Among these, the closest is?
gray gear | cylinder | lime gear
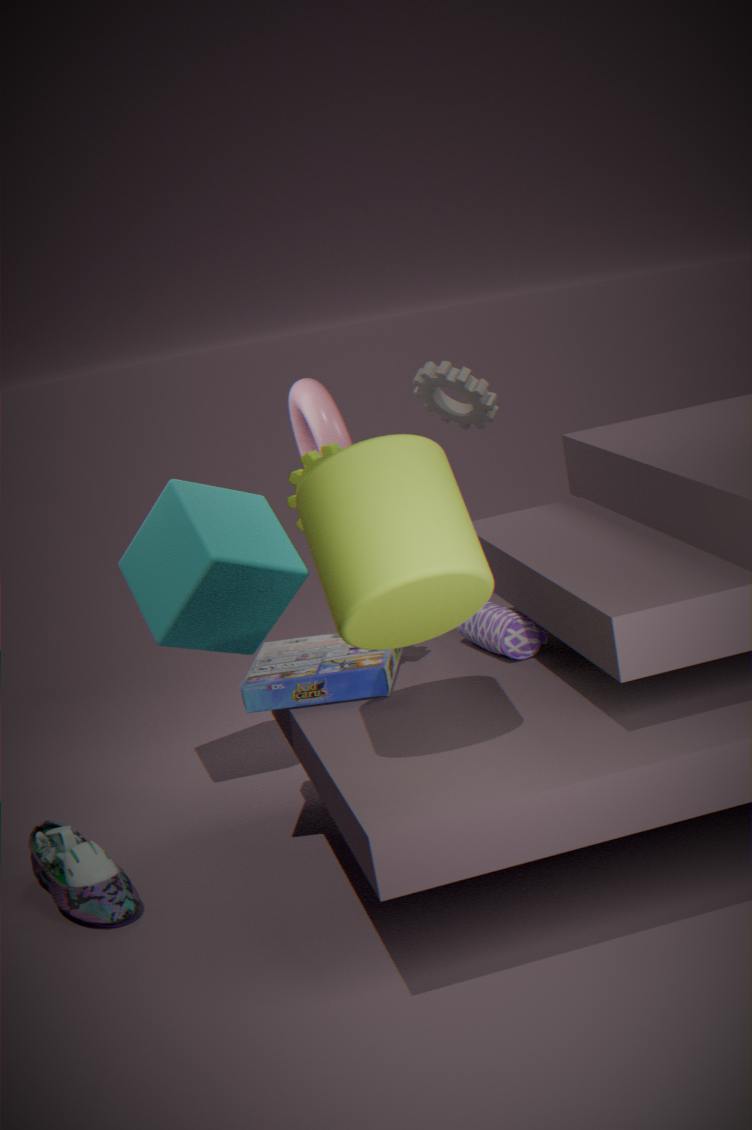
cylinder
